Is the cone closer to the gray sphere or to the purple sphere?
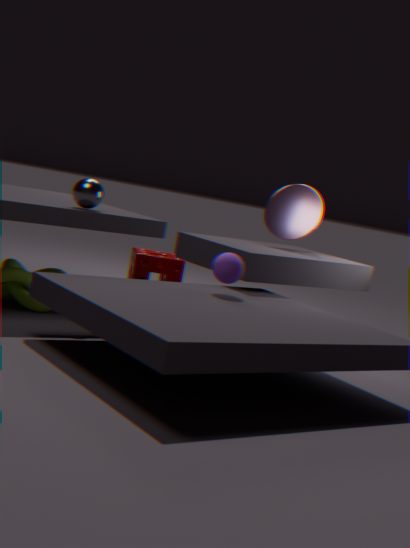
the purple sphere
